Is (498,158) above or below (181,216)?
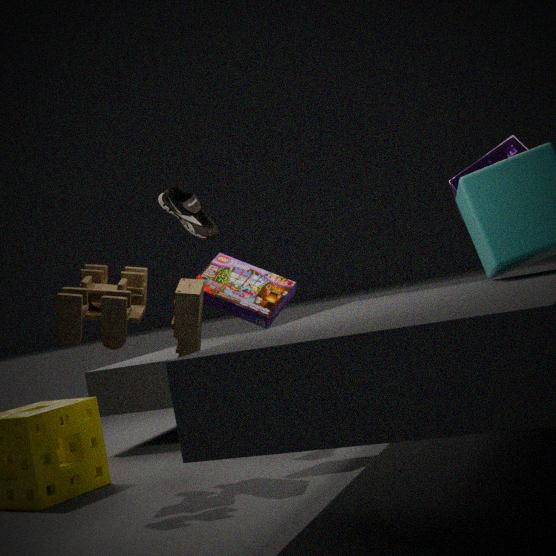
below
